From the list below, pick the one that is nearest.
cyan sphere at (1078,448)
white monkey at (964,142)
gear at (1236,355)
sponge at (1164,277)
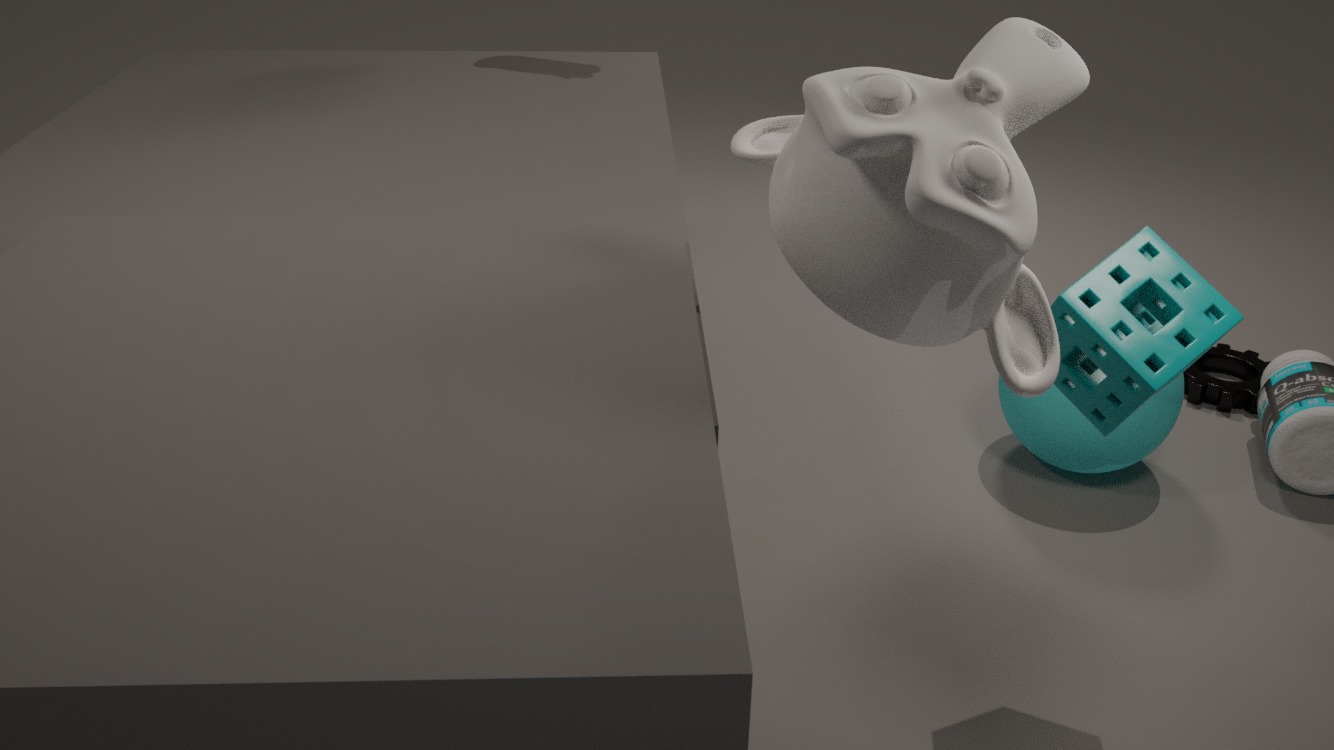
white monkey at (964,142)
